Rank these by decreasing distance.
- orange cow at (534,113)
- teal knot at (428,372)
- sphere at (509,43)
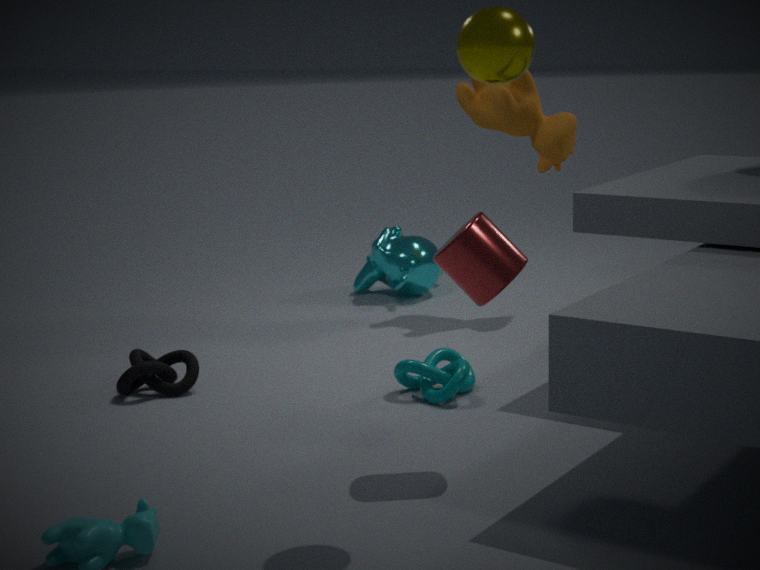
orange cow at (534,113) → teal knot at (428,372) → sphere at (509,43)
